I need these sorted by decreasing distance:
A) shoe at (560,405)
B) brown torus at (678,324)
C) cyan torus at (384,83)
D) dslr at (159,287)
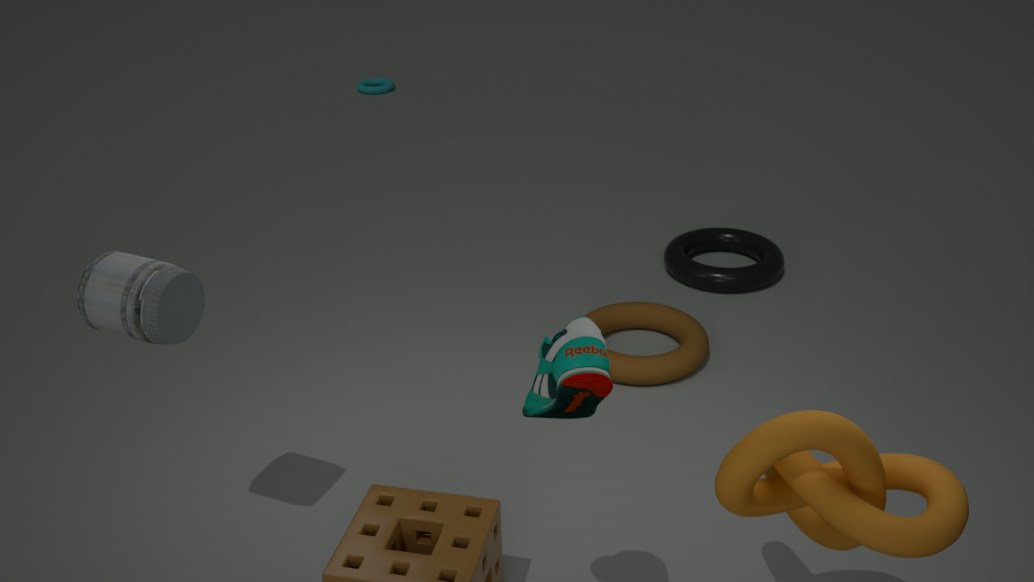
cyan torus at (384,83), brown torus at (678,324), dslr at (159,287), shoe at (560,405)
